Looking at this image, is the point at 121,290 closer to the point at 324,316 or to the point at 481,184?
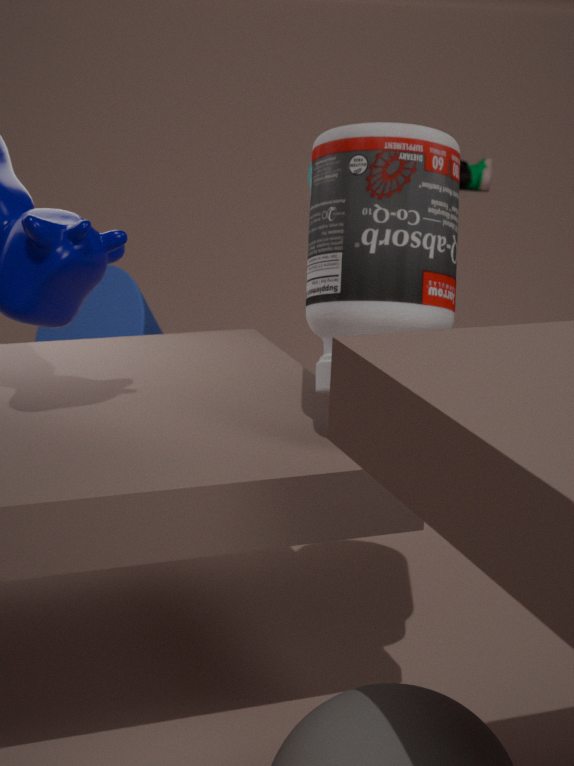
the point at 324,316
